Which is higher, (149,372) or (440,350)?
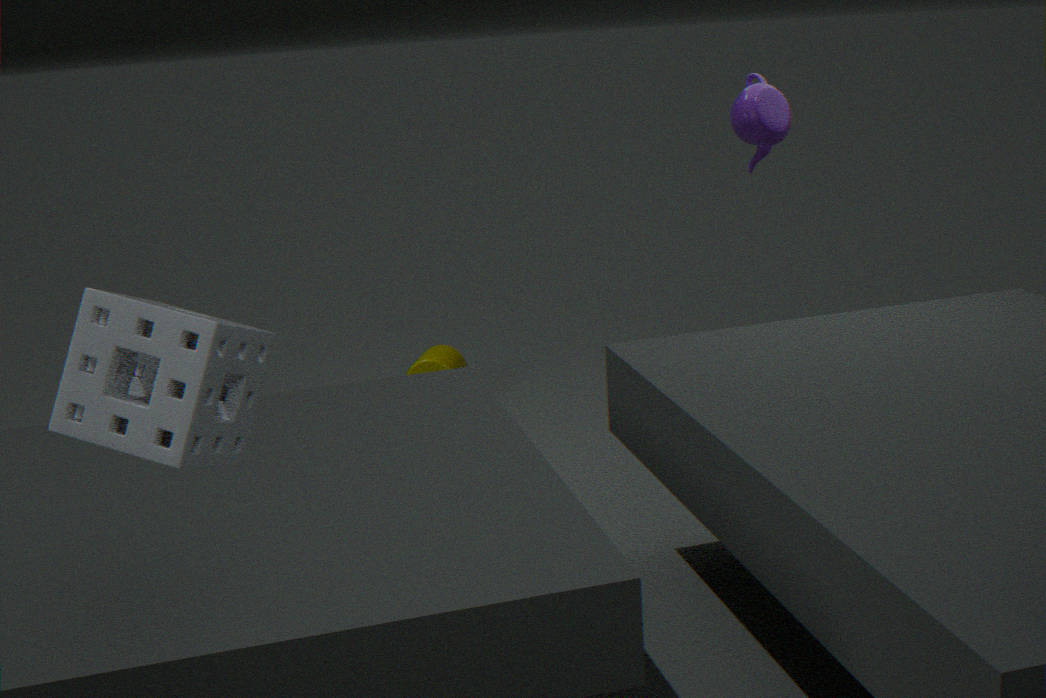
(149,372)
